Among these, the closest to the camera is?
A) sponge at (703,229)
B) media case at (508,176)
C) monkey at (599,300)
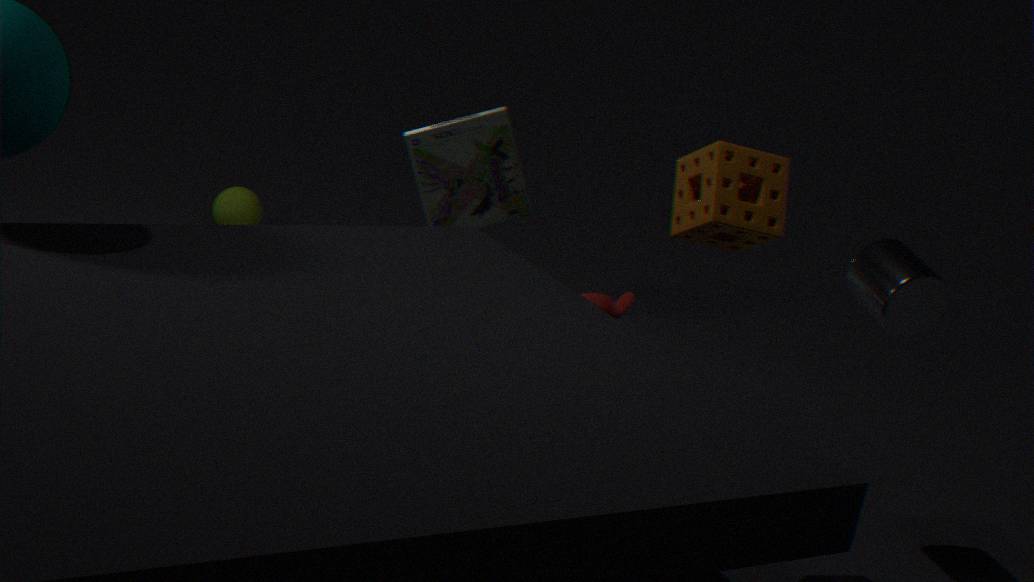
sponge at (703,229)
